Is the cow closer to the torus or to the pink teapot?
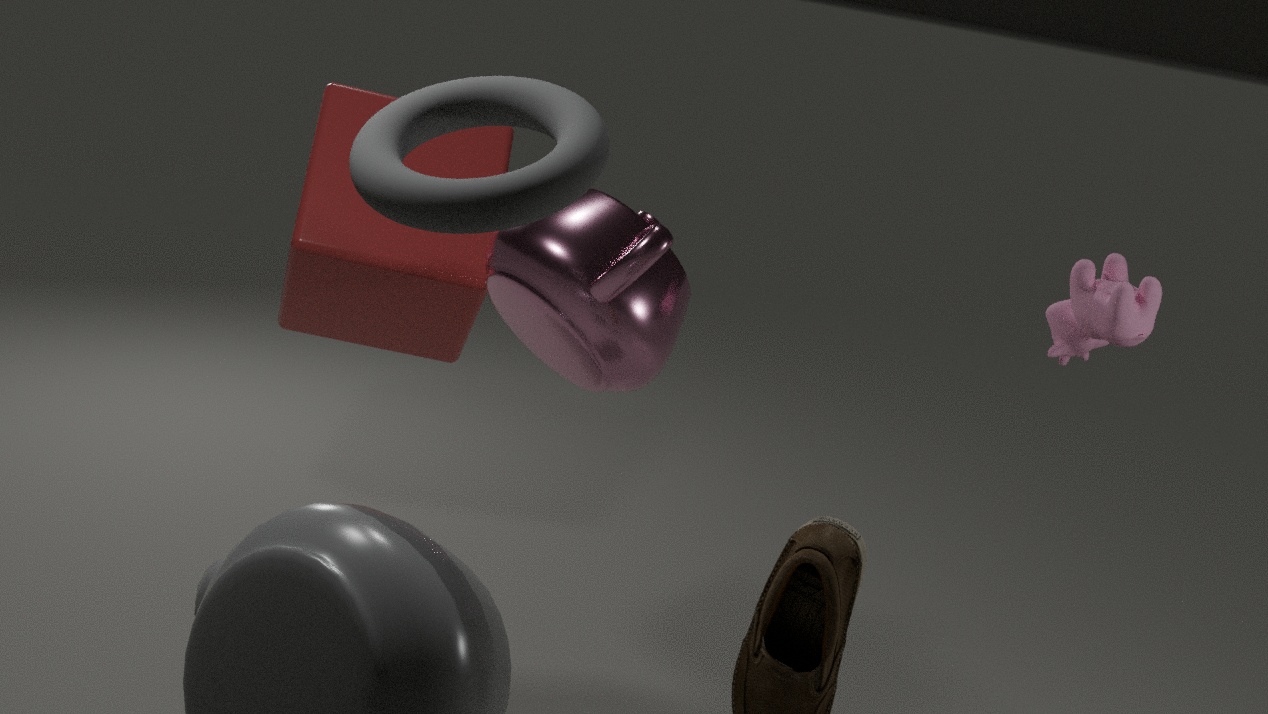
the pink teapot
